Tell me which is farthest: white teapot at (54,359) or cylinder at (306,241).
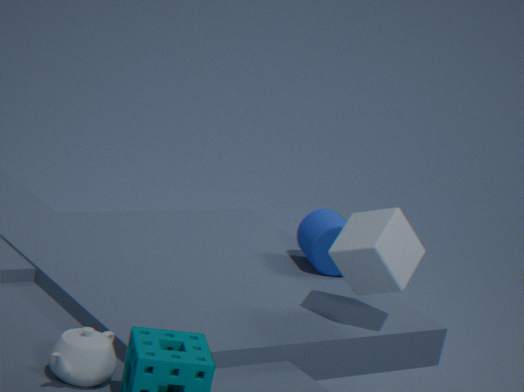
cylinder at (306,241)
